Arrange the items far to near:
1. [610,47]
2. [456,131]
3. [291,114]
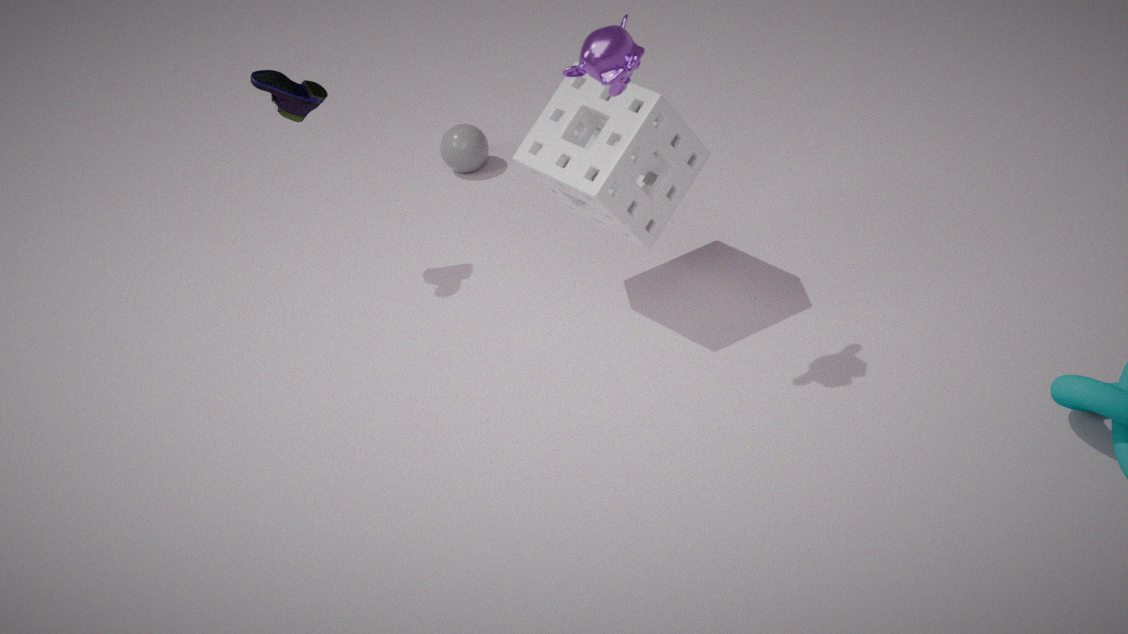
1. [456,131]
2. [291,114]
3. [610,47]
